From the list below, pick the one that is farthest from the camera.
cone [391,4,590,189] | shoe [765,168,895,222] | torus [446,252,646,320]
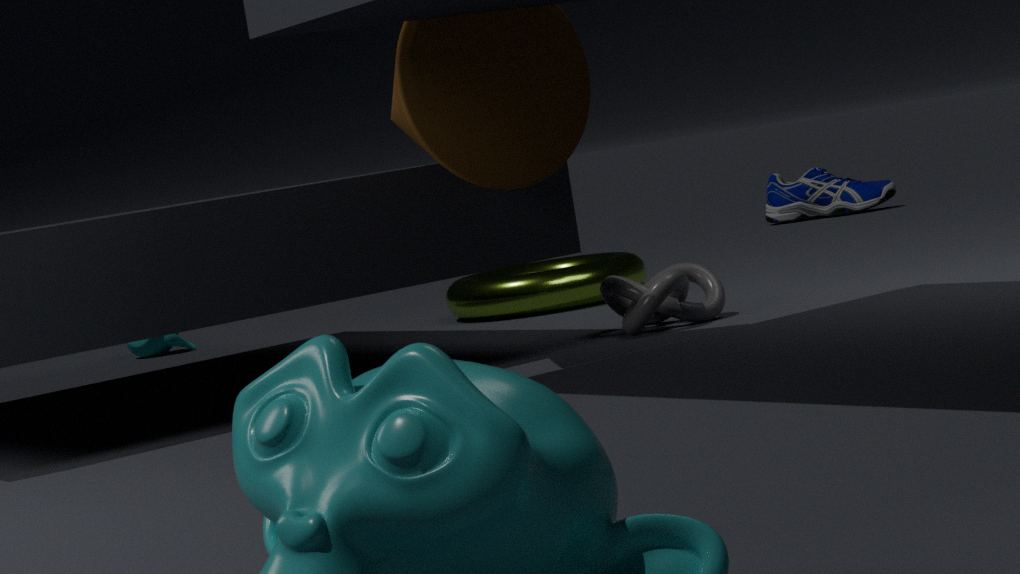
shoe [765,168,895,222]
